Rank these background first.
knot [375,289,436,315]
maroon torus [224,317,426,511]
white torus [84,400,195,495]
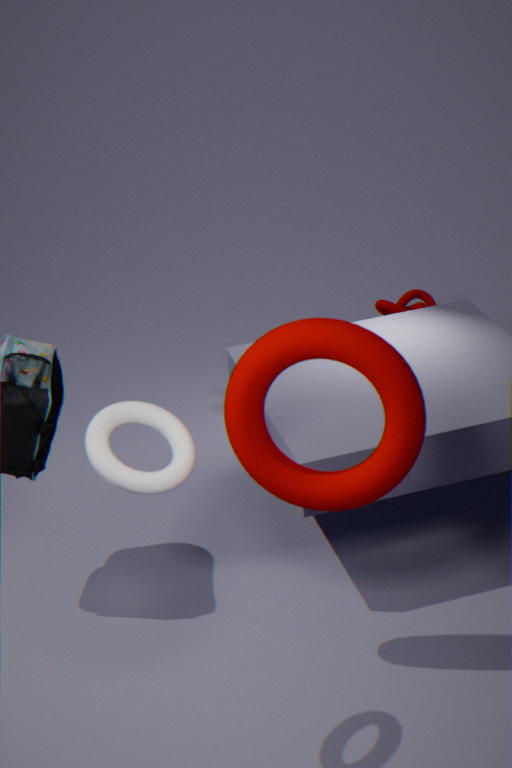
knot [375,289,436,315] → maroon torus [224,317,426,511] → white torus [84,400,195,495]
